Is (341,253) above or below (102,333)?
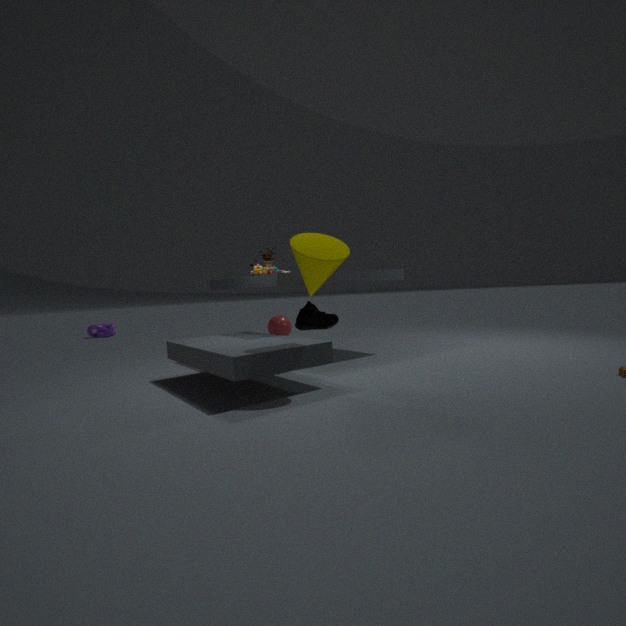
above
